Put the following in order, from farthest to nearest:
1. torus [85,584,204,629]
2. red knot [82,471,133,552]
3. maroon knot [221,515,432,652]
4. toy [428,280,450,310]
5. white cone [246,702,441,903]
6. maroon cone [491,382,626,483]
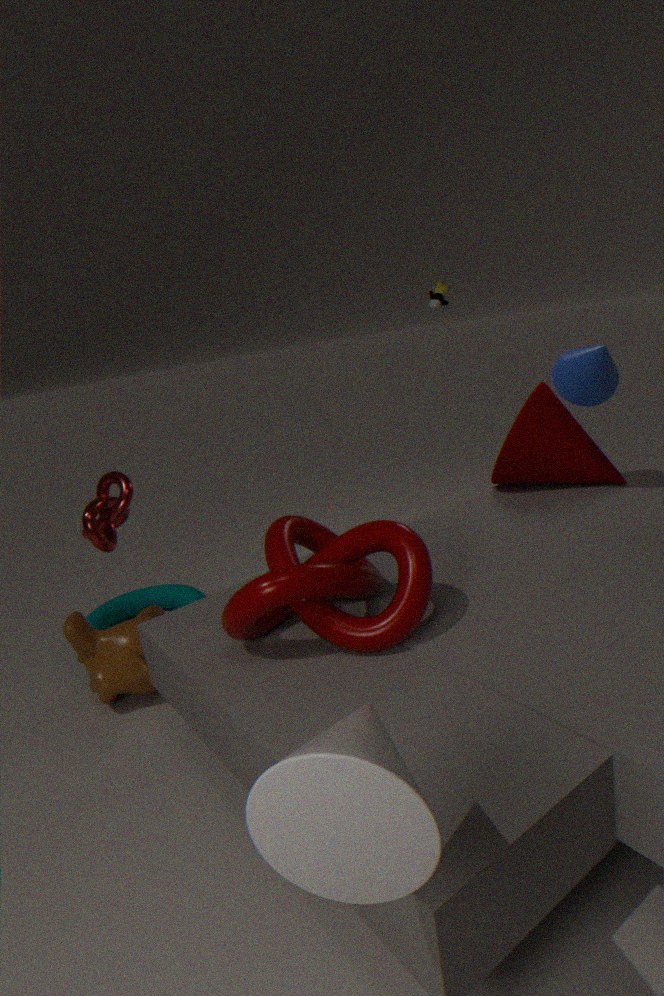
toy [428,280,450,310] → torus [85,584,204,629] → maroon cone [491,382,626,483] → red knot [82,471,133,552] → maroon knot [221,515,432,652] → white cone [246,702,441,903]
